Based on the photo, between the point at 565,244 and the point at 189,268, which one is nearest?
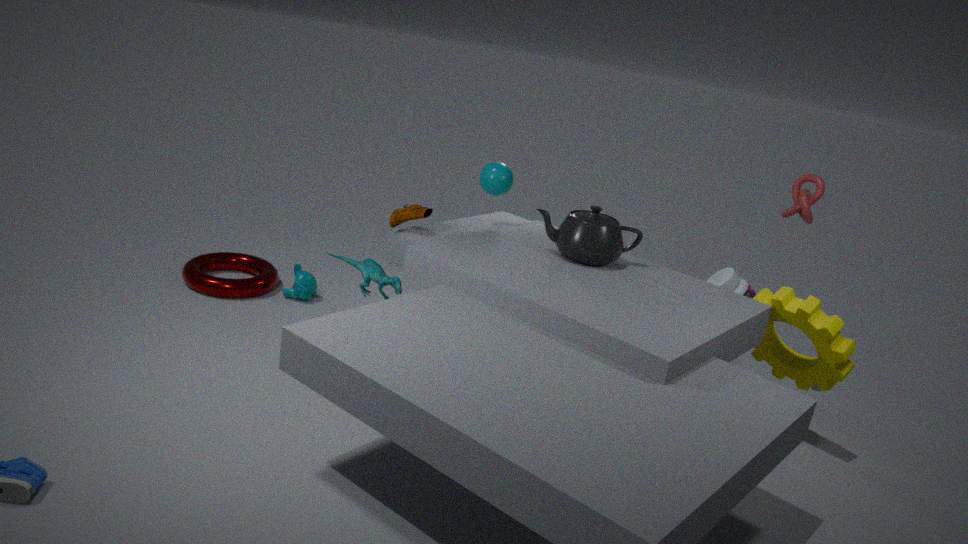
the point at 565,244
